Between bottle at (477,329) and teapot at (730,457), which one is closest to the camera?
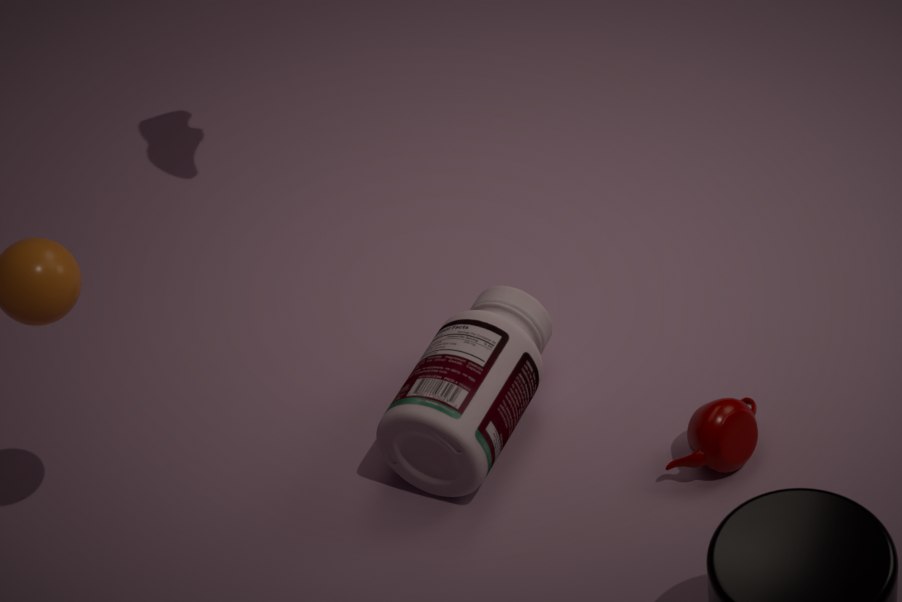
bottle at (477,329)
